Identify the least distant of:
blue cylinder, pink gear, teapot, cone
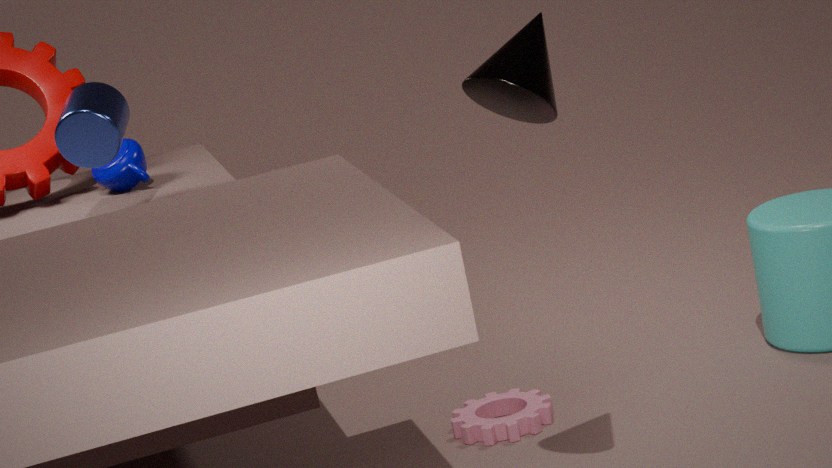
cone
